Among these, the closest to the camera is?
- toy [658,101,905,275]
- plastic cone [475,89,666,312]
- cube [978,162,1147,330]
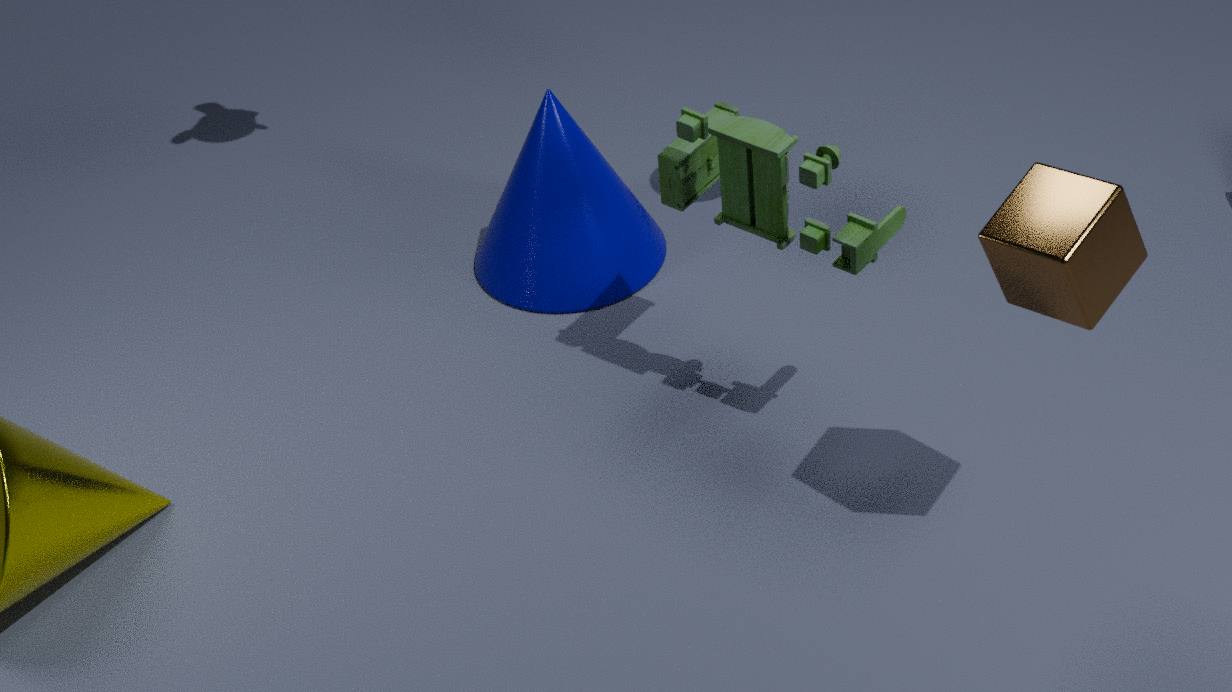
cube [978,162,1147,330]
